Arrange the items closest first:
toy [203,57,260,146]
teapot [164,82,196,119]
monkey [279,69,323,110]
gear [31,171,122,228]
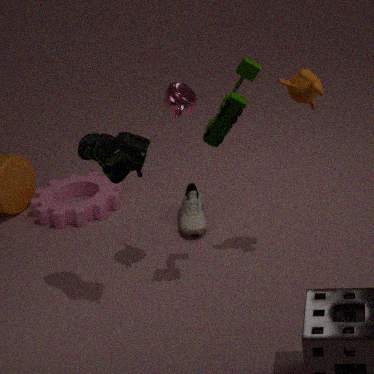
toy [203,57,260,146] → monkey [279,69,323,110] → teapot [164,82,196,119] → gear [31,171,122,228]
